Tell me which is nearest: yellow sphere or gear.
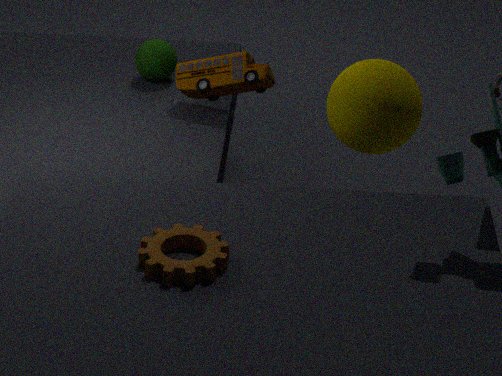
gear
